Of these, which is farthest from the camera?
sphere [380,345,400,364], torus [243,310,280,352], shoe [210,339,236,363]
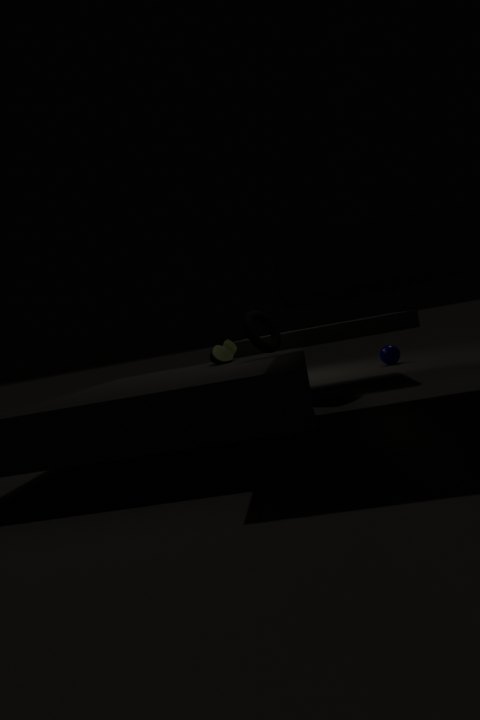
sphere [380,345,400,364]
